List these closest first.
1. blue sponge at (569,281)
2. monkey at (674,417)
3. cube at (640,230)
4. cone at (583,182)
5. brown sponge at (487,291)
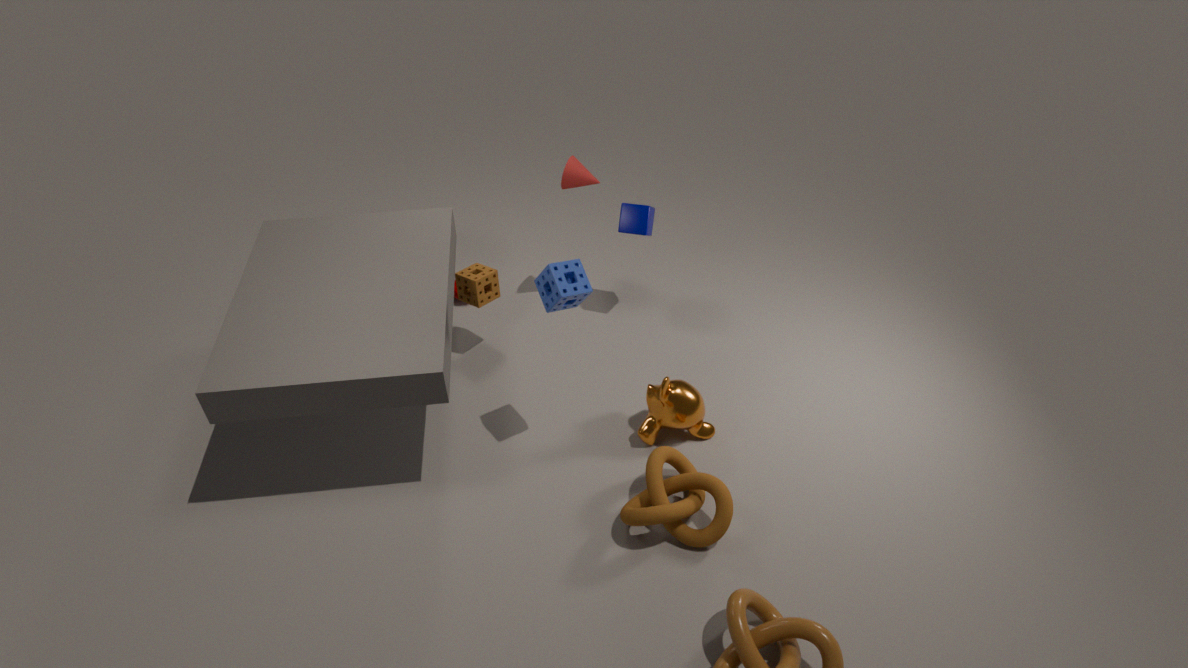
blue sponge at (569,281) < monkey at (674,417) < brown sponge at (487,291) < cube at (640,230) < cone at (583,182)
